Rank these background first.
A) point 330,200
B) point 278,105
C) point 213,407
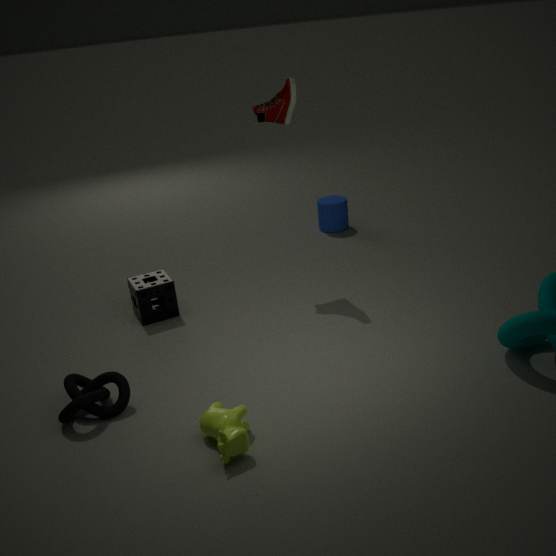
point 330,200 → point 278,105 → point 213,407
